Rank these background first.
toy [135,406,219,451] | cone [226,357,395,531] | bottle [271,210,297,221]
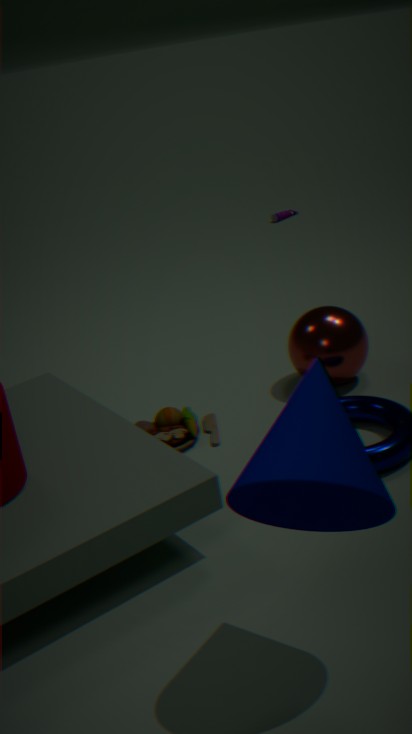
bottle [271,210,297,221], toy [135,406,219,451], cone [226,357,395,531]
